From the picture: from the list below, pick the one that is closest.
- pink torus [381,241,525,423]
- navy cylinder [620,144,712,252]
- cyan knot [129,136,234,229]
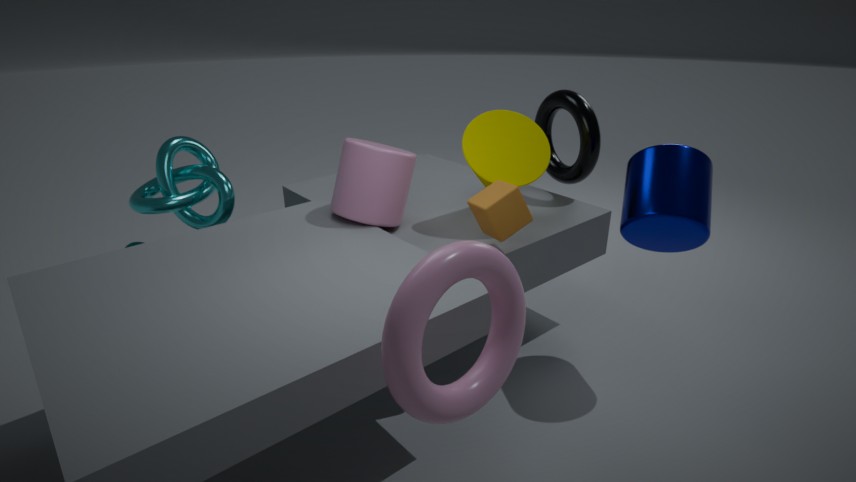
pink torus [381,241,525,423]
